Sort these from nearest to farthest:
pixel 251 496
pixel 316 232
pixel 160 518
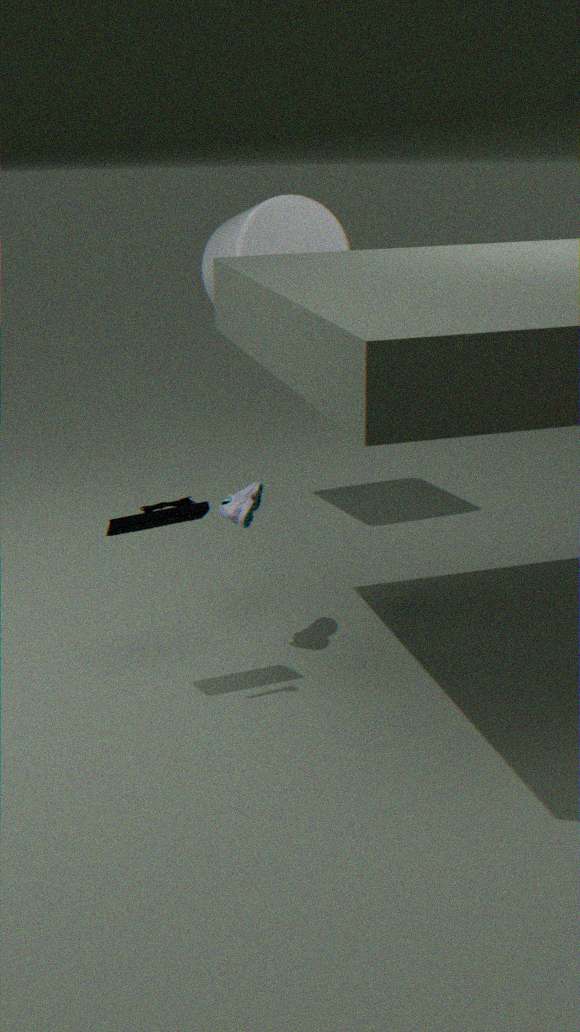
pixel 160 518, pixel 251 496, pixel 316 232
